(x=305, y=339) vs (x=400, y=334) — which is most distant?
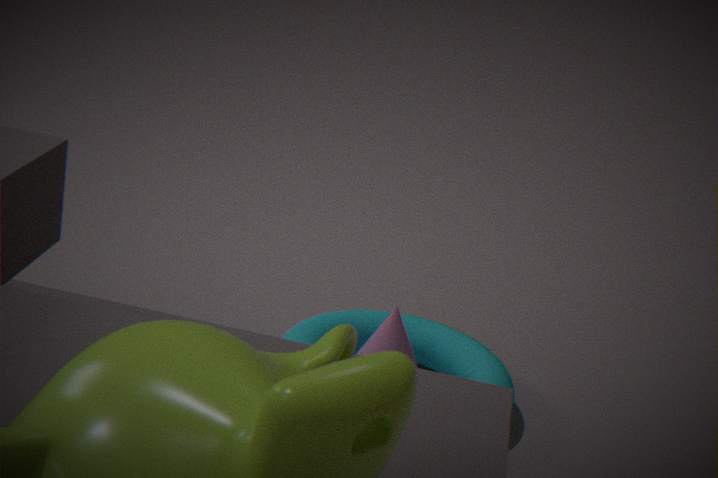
(x=305, y=339)
